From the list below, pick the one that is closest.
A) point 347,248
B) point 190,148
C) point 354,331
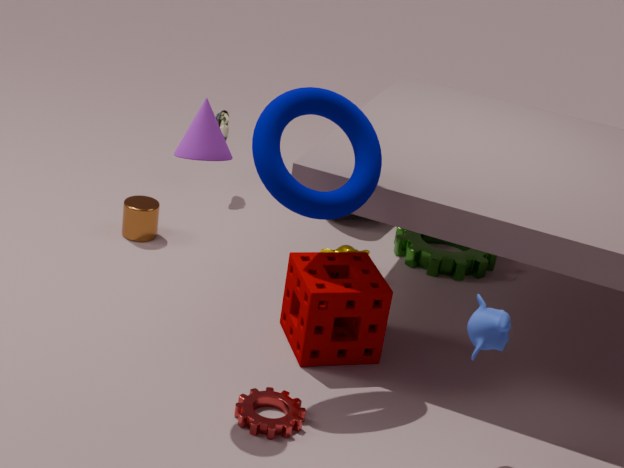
point 190,148
